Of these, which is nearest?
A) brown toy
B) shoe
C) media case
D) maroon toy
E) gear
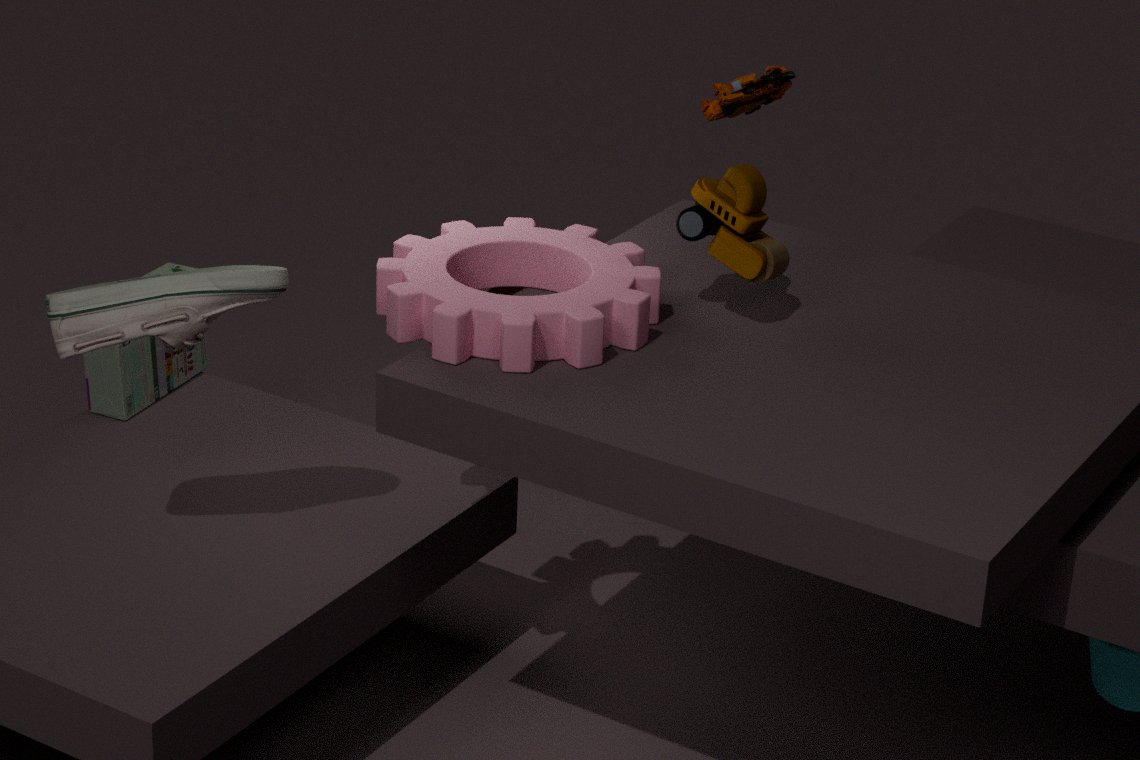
gear
